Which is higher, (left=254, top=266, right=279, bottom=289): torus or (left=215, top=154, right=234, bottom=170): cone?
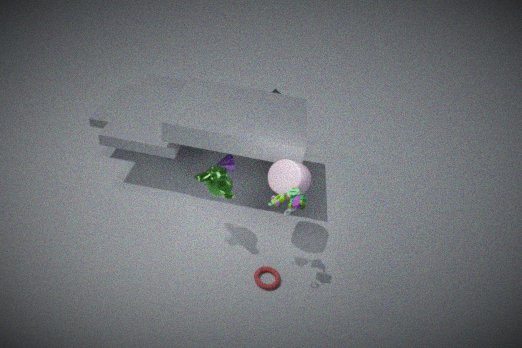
(left=215, top=154, right=234, bottom=170): cone
